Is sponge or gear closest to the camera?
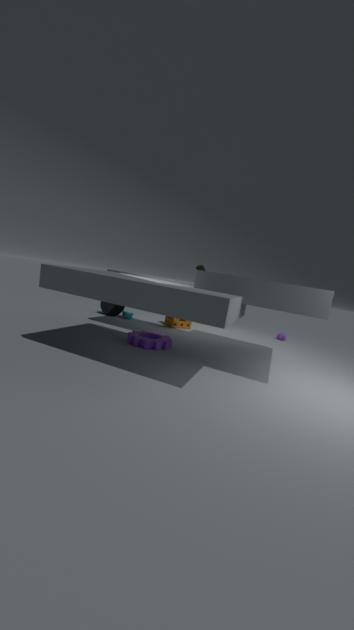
gear
